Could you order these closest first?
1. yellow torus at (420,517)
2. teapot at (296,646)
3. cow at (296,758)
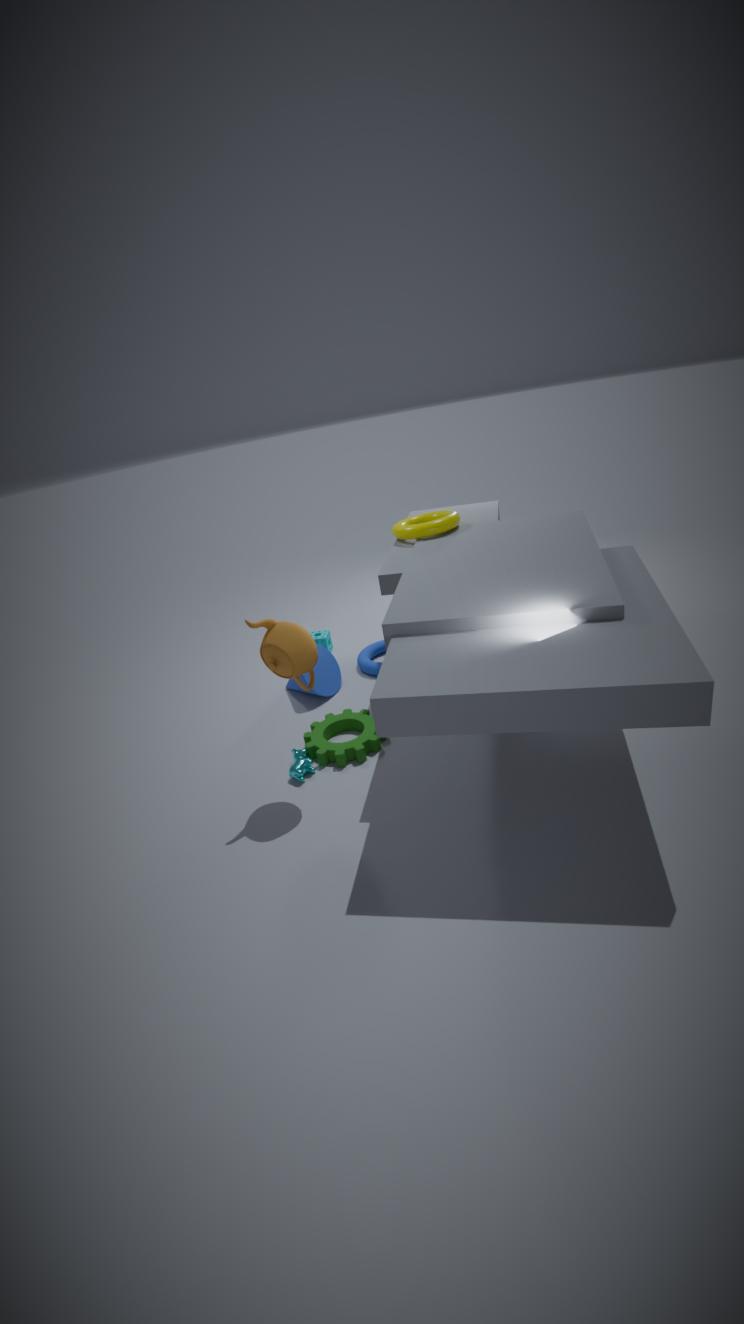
teapot at (296,646) < cow at (296,758) < yellow torus at (420,517)
